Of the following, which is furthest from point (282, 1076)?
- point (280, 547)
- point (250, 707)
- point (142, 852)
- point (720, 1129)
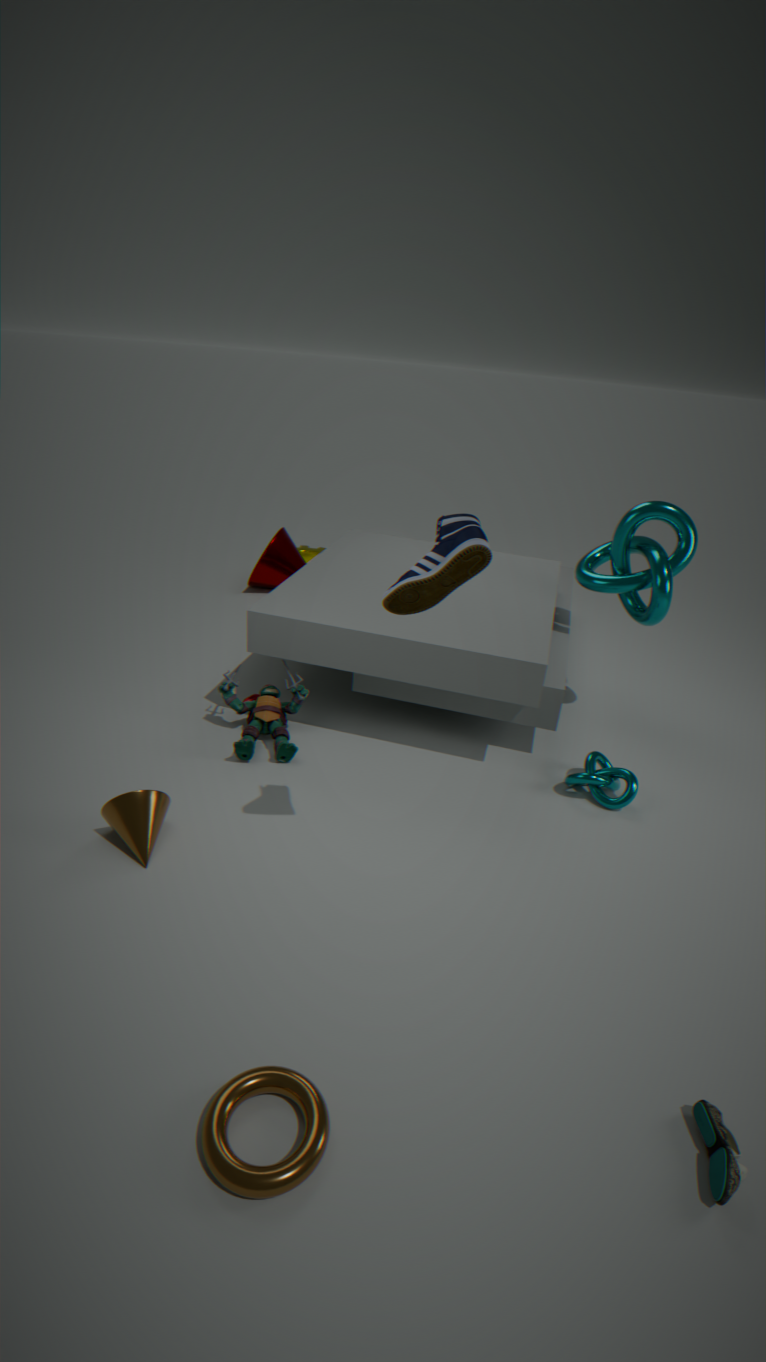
point (280, 547)
